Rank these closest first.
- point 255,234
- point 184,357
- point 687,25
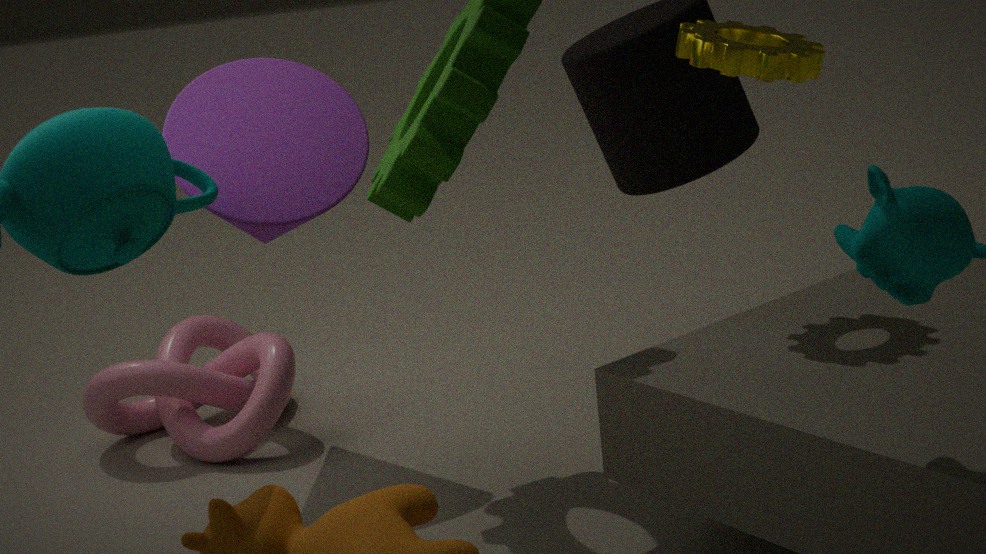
point 687,25, point 255,234, point 184,357
